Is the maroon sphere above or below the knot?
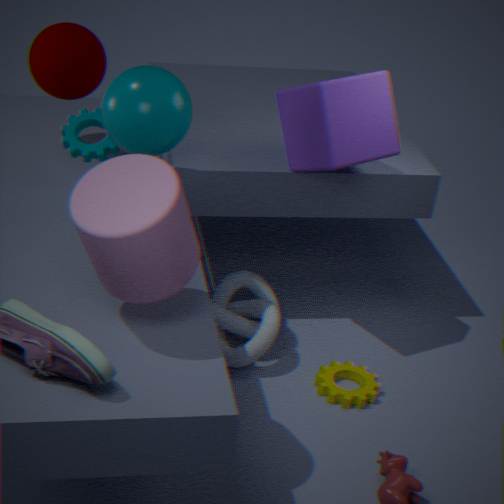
above
